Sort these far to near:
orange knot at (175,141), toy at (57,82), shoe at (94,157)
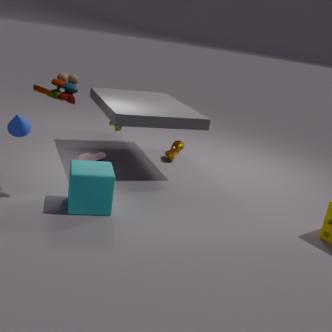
orange knot at (175,141)
shoe at (94,157)
toy at (57,82)
